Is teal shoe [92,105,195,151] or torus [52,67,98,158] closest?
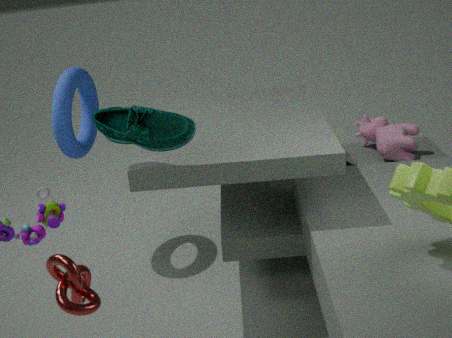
teal shoe [92,105,195,151]
